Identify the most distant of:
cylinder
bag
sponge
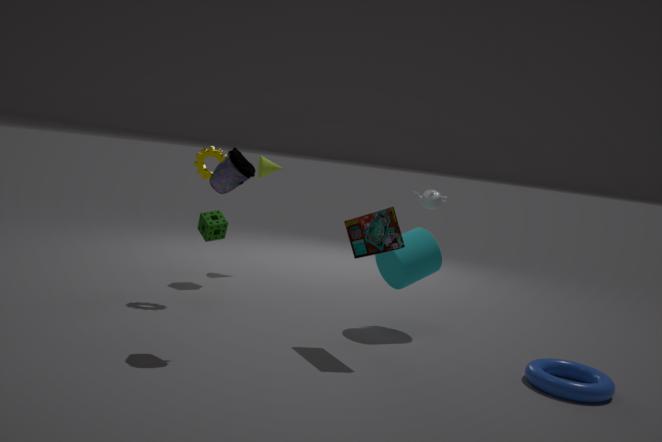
sponge
